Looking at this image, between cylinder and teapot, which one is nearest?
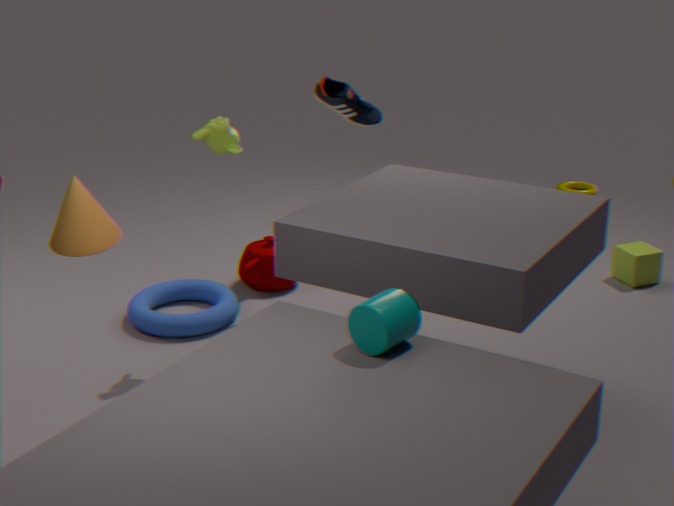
cylinder
